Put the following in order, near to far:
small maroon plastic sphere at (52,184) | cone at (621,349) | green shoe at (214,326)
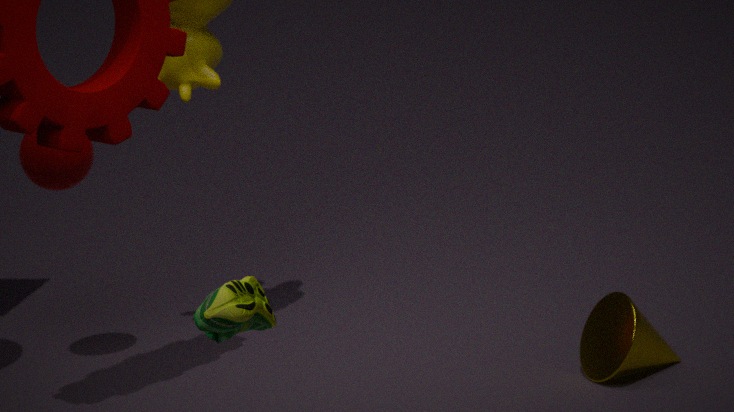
1. green shoe at (214,326)
2. cone at (621,349)
3. small maroon plastic sphere at (52,184)
